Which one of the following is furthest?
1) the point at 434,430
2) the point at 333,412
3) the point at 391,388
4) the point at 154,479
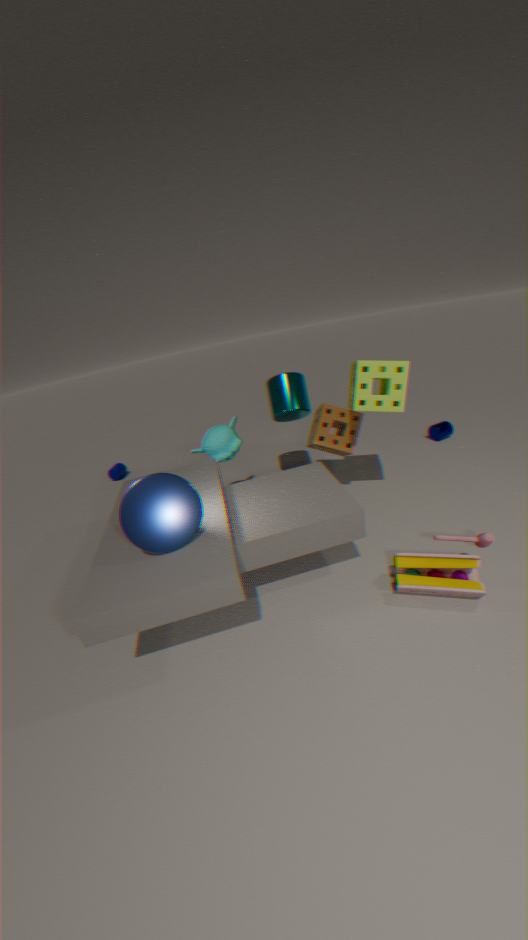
1. the point at 434,430
